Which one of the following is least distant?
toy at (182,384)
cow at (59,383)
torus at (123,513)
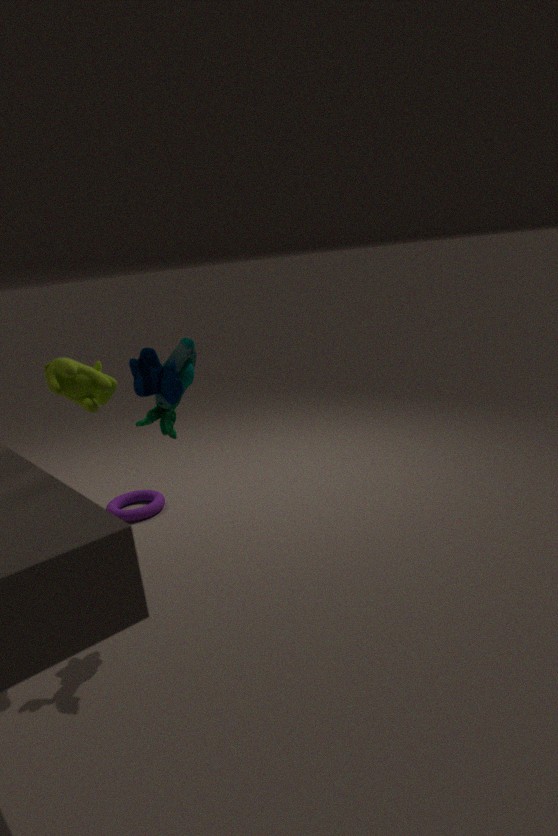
cow at (59,383)
